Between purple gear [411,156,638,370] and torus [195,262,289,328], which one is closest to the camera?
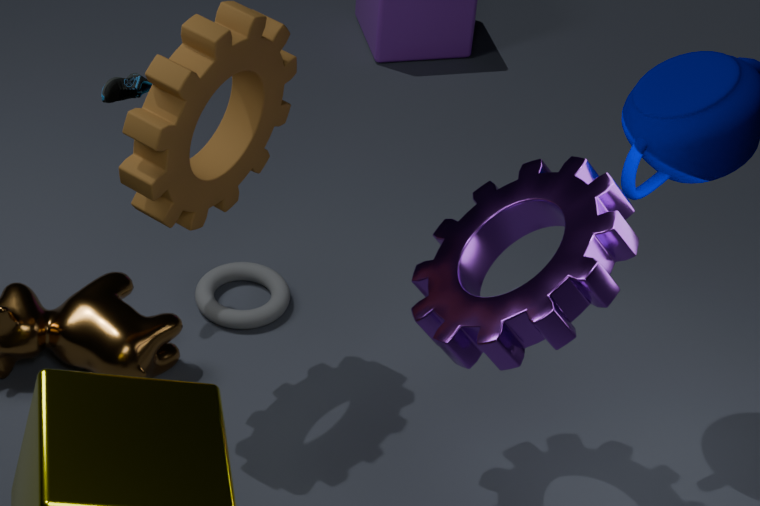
purple gear [411,156,638,370]
